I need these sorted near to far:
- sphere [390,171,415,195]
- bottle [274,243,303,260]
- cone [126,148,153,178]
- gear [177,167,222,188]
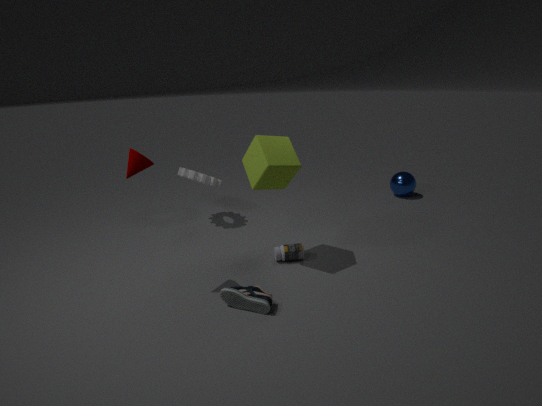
1. cone [126,148,153,178]
2. bottle [274,243,303,260]
3. gear [177,167,222,188]
4. sphere [390,171,415,195]
